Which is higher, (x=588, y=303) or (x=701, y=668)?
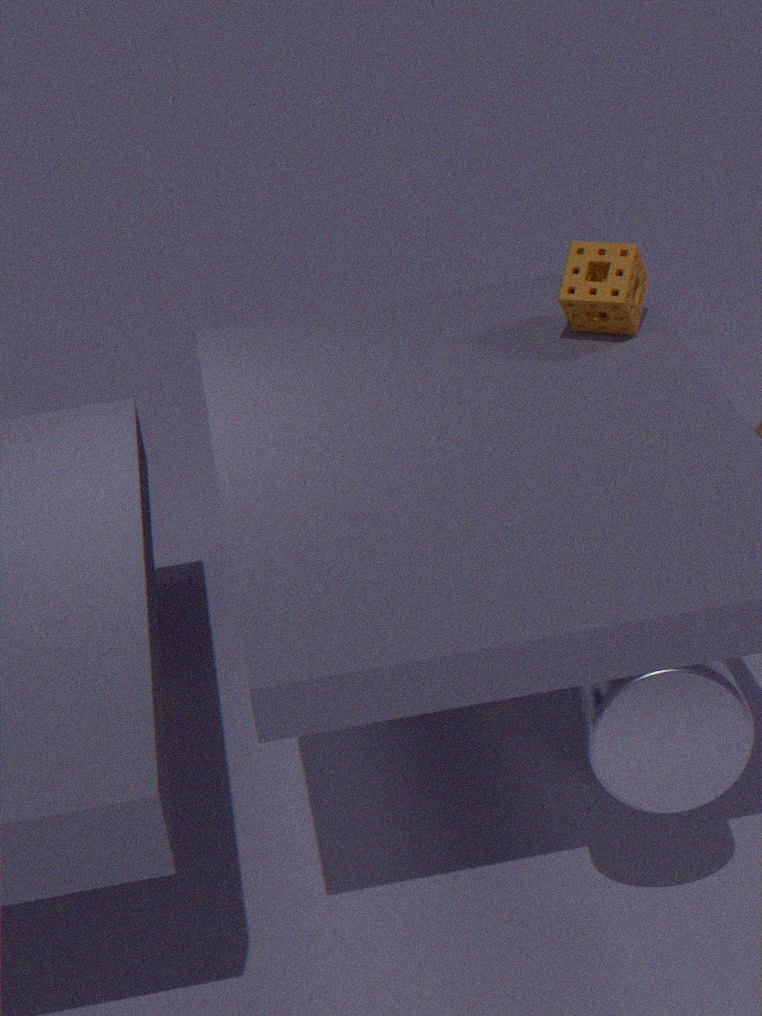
(x=588, y=303)
